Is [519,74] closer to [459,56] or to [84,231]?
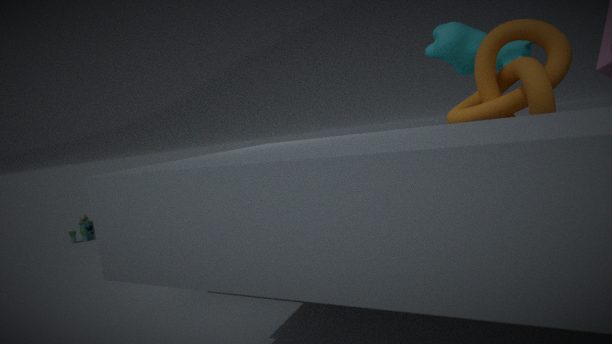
[459,56]
